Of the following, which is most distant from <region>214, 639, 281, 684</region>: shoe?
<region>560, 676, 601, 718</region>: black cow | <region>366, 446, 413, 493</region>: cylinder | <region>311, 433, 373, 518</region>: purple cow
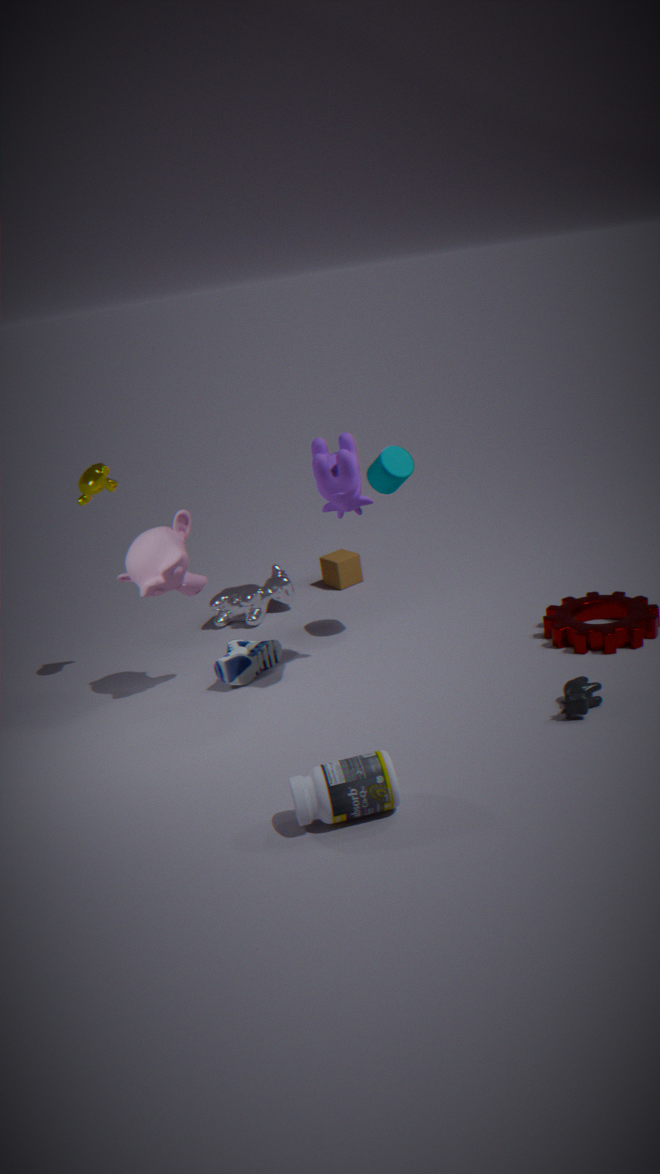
<region>560, 676, 601, 718</region>: black cow
